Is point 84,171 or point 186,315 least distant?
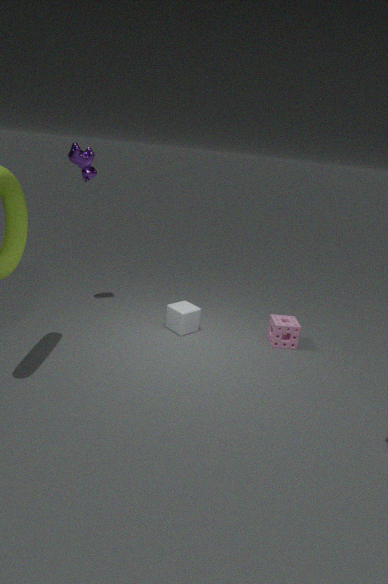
point 84,171
